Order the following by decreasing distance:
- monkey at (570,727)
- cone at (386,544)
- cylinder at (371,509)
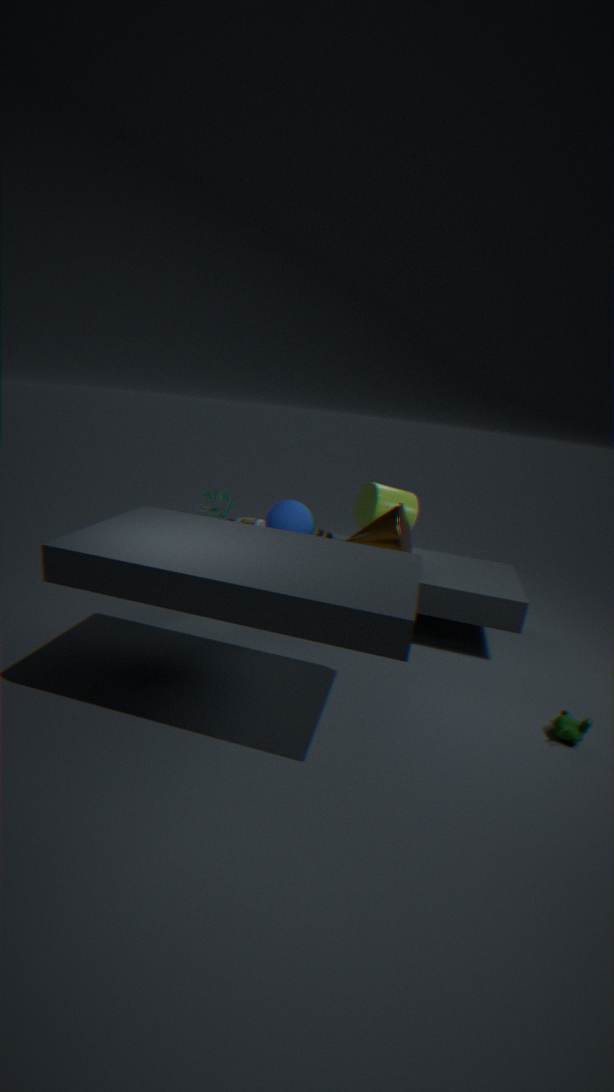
cylinder at (371,509) < cone at (386,544) < monkey at (570,727)
